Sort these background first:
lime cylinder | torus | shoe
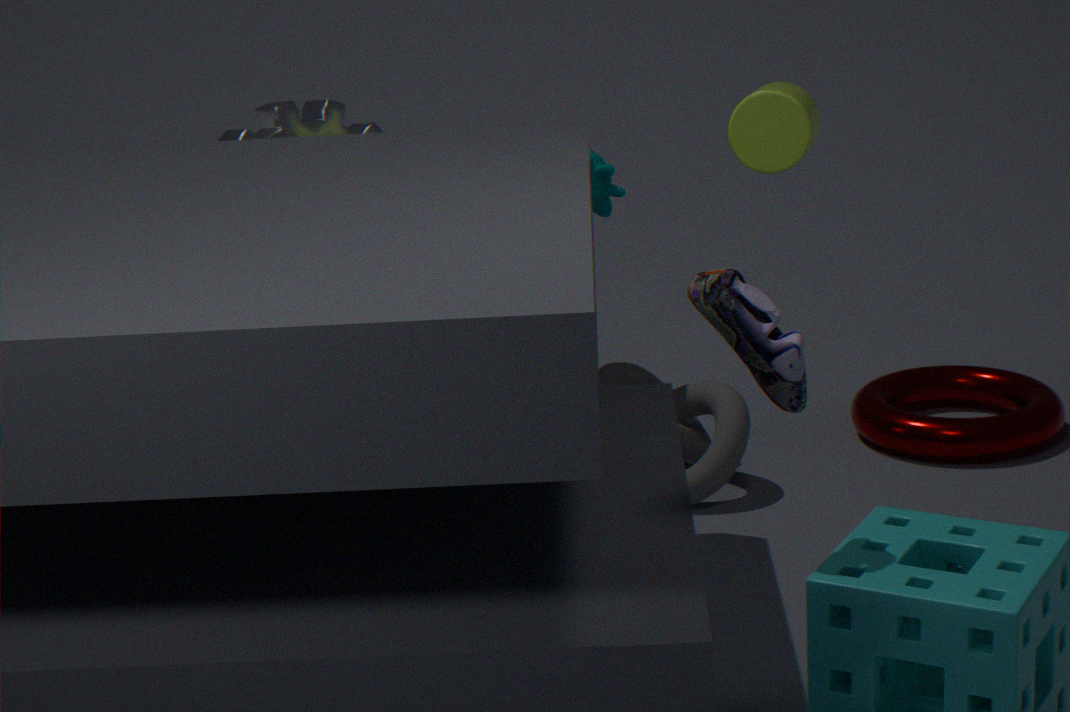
torus
lime cylinder
shoe
